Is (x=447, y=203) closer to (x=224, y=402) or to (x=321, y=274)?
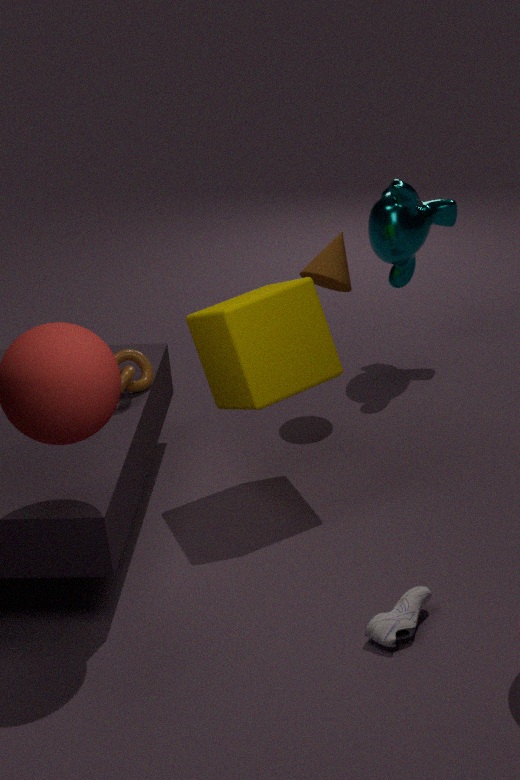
(x=321, y=274)
